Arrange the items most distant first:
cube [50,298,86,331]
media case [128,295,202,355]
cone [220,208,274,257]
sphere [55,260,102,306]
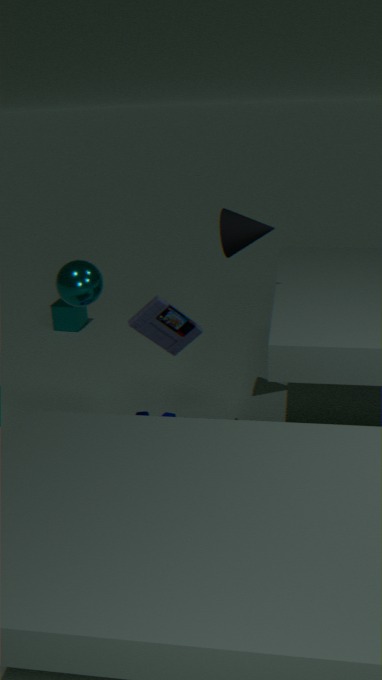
cube [50,298,86,331] < cone [220,208,274,257] < media case [128,295,202,355] < sphere [55,260,102,306]
